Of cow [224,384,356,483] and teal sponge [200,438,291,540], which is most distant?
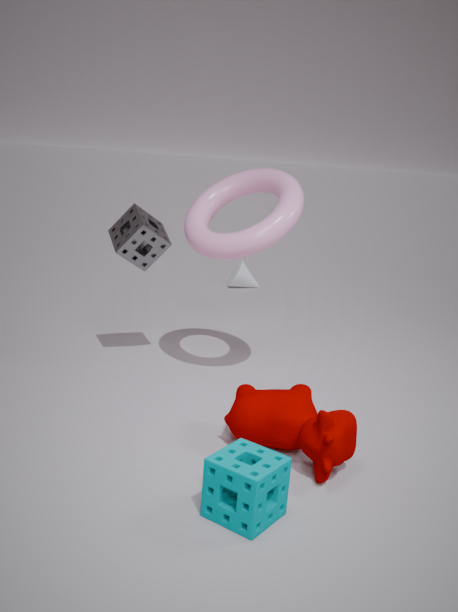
cow [224,384,356,483]
